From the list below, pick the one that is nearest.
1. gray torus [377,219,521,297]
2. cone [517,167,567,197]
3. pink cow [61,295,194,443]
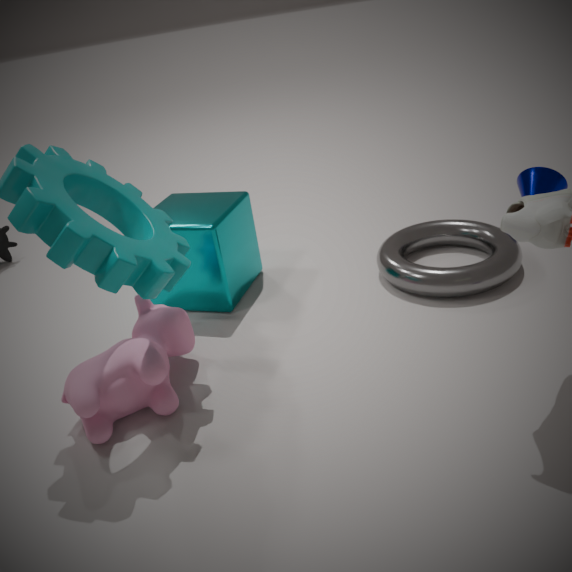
pink cow [61,295,194,443]
